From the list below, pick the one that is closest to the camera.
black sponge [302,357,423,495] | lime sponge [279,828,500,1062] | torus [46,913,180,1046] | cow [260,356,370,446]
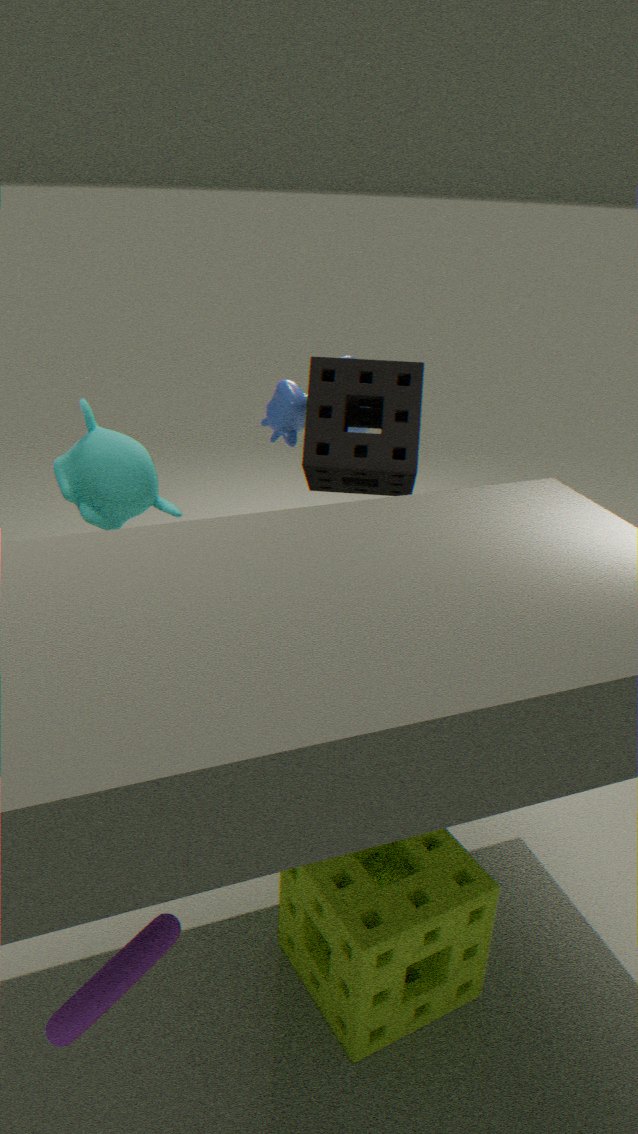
torus [46,913,180,1046]
